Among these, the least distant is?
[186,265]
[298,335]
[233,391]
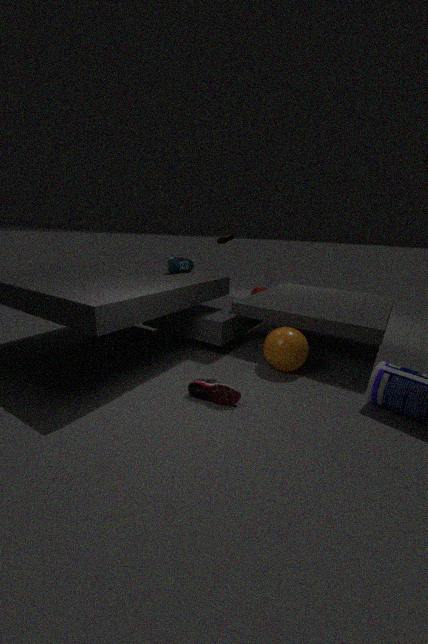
[233,391]
